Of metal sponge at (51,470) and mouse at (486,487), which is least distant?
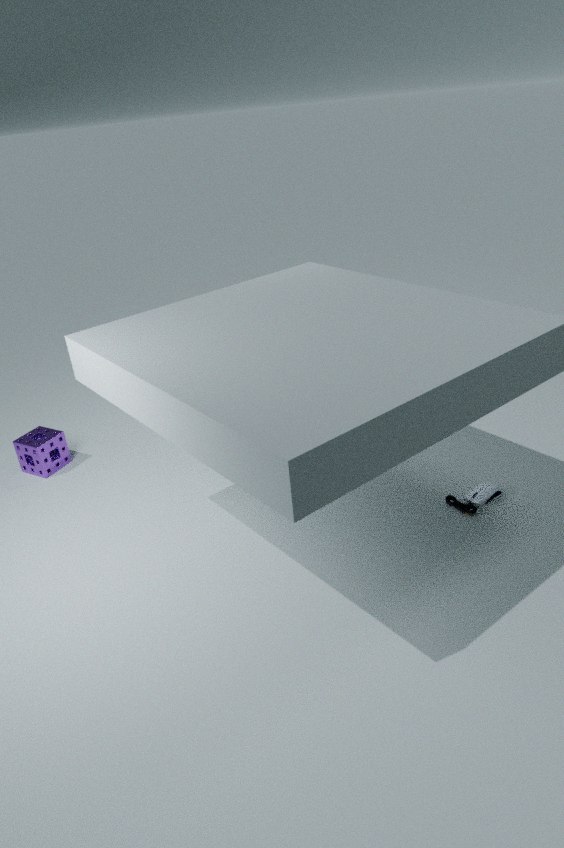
mouse at (486,487)
